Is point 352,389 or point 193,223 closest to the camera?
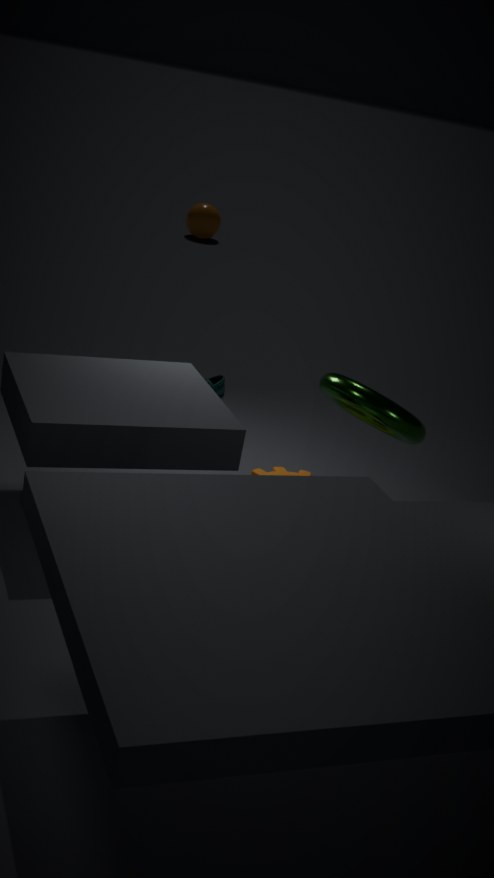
A: point 352,389
